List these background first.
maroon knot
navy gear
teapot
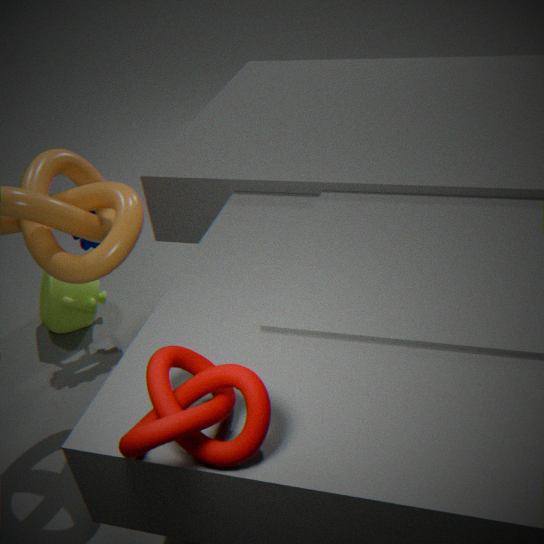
teapot
navy gear
maroon knot
